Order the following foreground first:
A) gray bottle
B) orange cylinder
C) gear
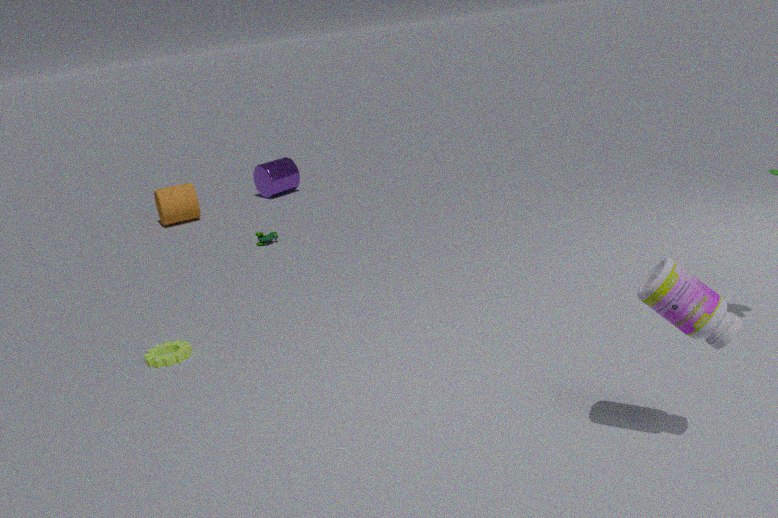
1. gray bottle
2. gear
3. orange cylinder
